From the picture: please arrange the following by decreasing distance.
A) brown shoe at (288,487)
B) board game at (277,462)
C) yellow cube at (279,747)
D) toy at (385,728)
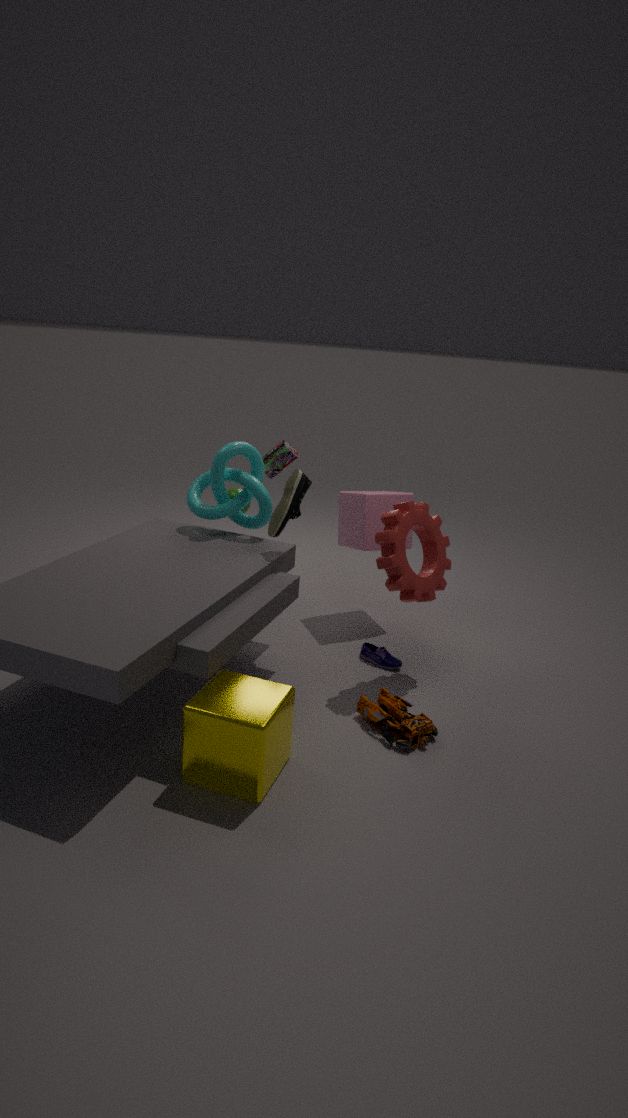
board game at (277,462) → brown shoe at (288,487) → toy at (385,728) → yellow cube at (279,747)
